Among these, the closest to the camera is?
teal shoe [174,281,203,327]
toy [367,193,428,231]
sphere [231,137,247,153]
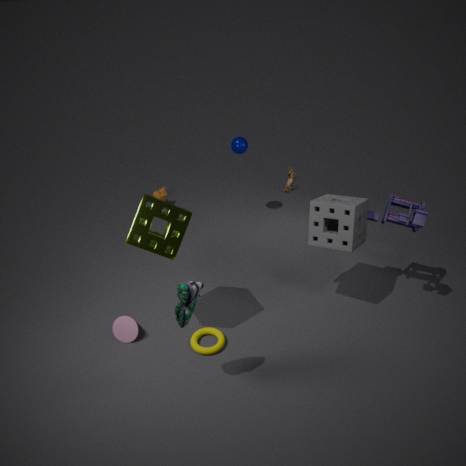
teal shoe [174,281,203,327]
